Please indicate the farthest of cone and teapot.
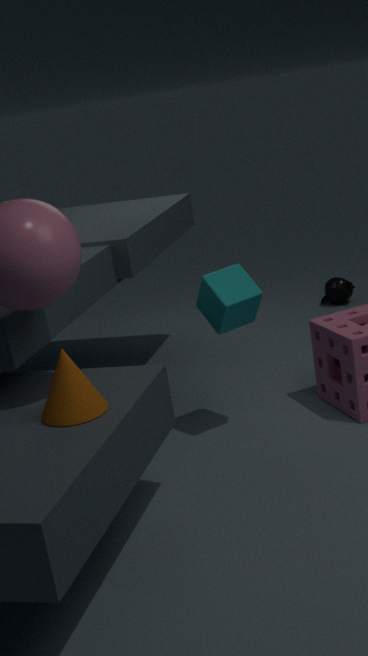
teapot
